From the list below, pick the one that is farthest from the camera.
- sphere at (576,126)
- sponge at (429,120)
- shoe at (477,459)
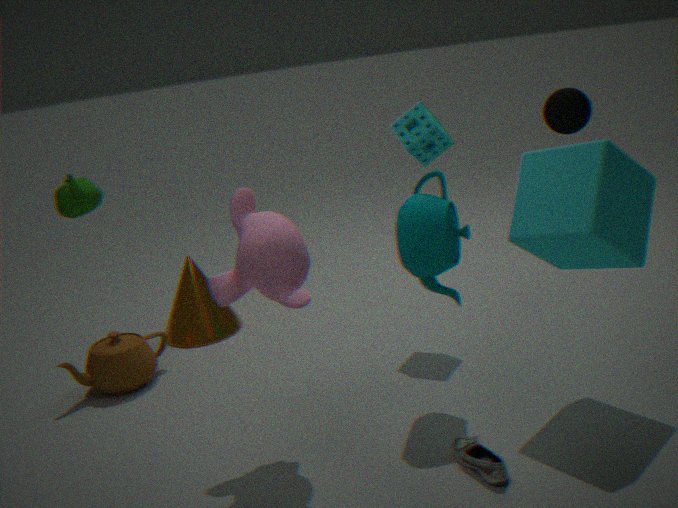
sponge at (429,120)
